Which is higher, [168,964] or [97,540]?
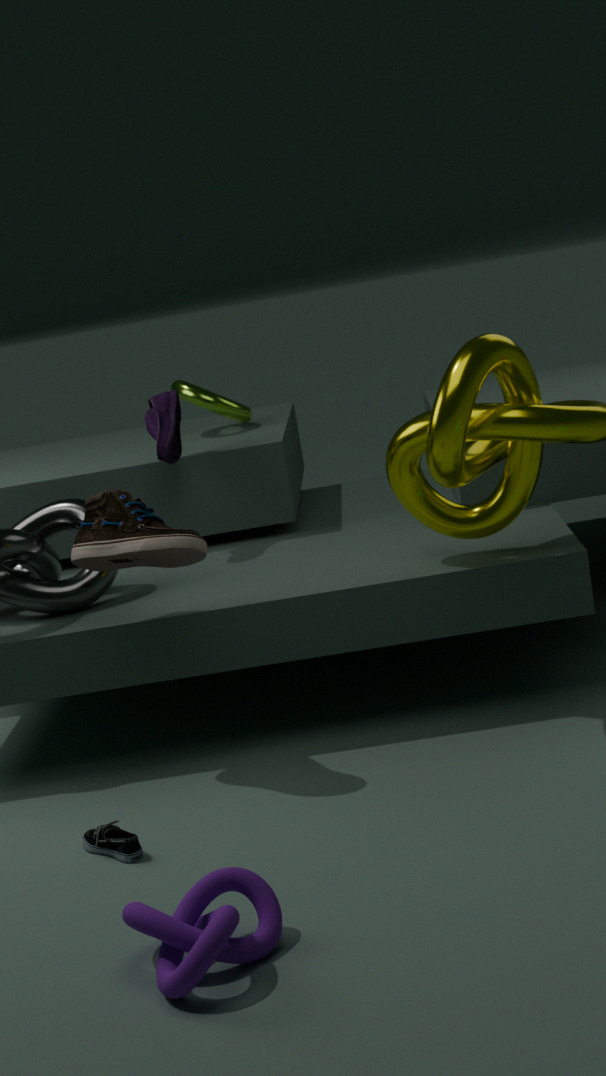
[97,540]
